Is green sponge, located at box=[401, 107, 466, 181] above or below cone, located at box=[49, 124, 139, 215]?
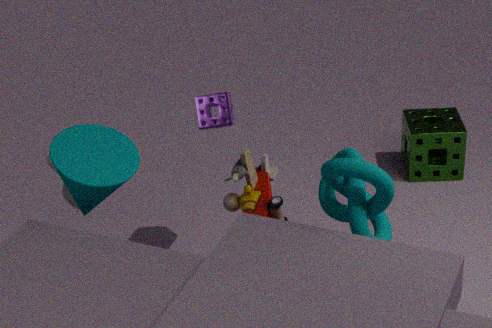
below
